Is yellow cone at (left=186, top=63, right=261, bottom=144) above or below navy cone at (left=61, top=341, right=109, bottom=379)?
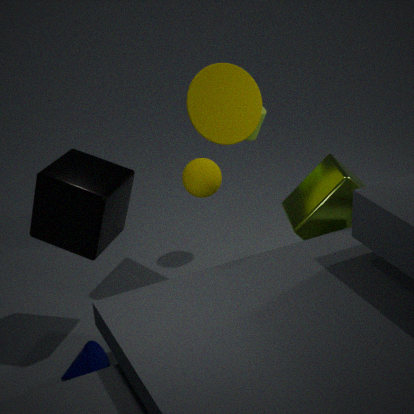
above
